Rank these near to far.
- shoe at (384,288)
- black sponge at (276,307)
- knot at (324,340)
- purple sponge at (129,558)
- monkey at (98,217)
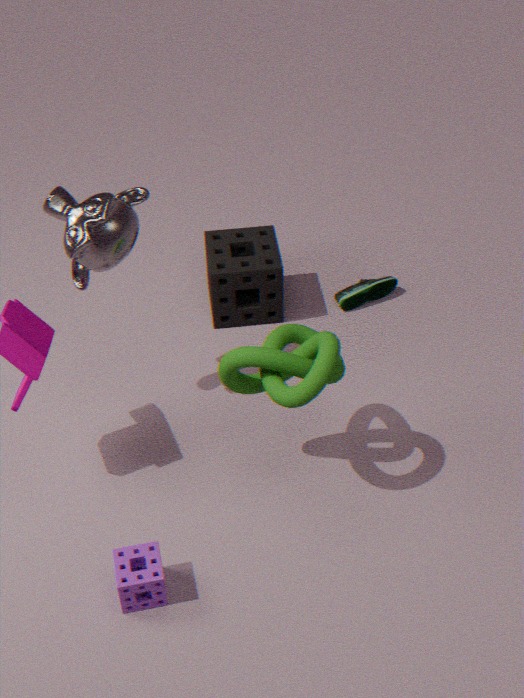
1. knot at (324,340)
2. purple sponge at (129,558)
3. monkey at (98,217)
4. black sponge at (276,307)
5. shoe at (384,288)
